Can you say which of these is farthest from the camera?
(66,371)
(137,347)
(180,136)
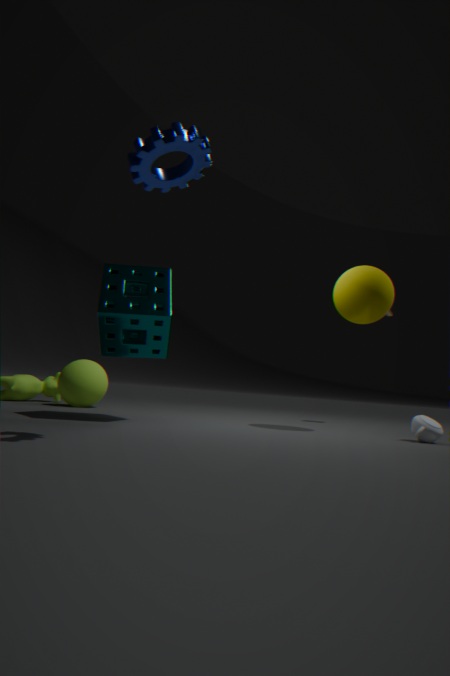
(66,371)
